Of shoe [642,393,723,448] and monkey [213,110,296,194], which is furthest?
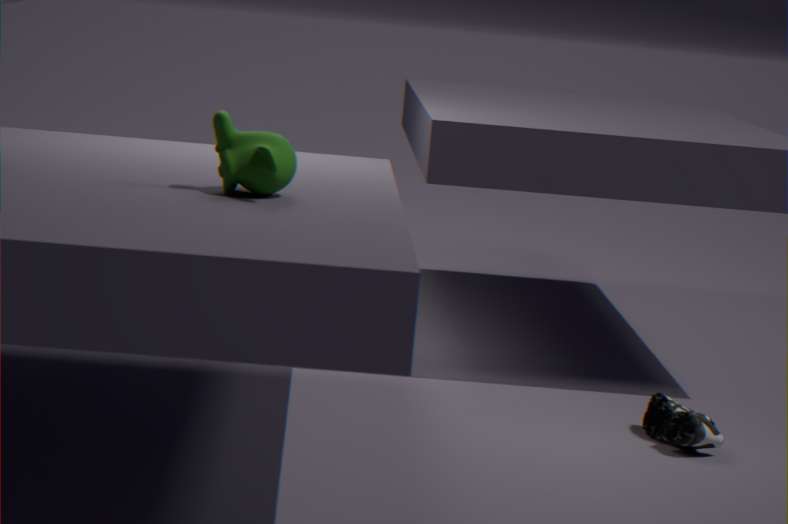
shoe [642,393,723,448]
